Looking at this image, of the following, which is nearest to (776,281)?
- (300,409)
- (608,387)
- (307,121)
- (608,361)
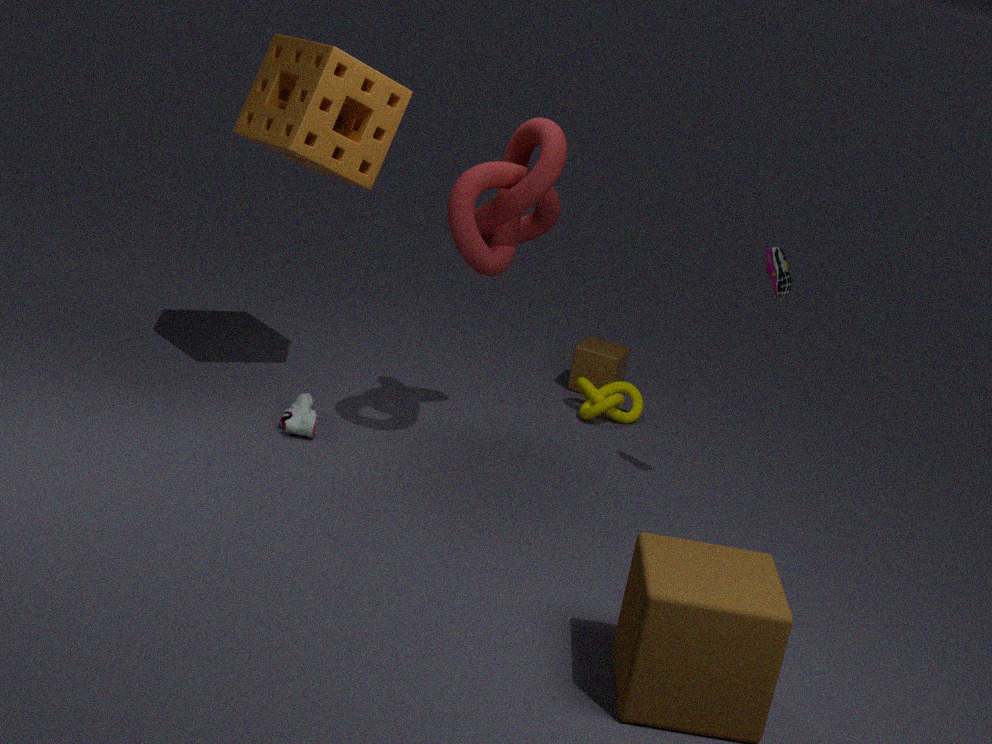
(608,387)
